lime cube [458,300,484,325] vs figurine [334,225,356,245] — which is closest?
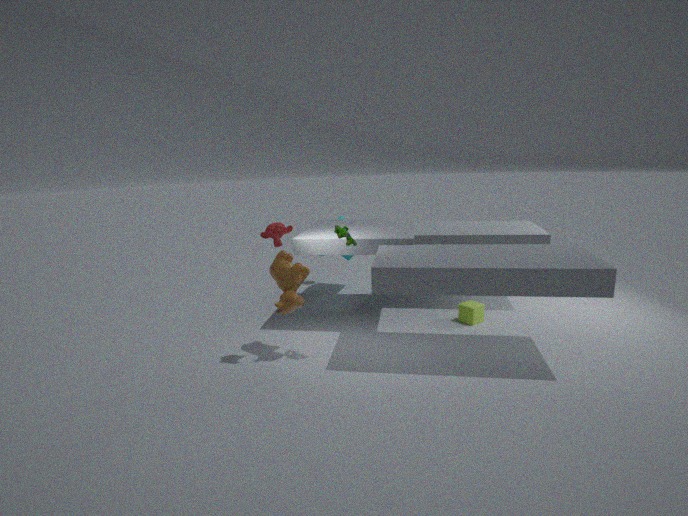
figurine [334,225,356,245]
